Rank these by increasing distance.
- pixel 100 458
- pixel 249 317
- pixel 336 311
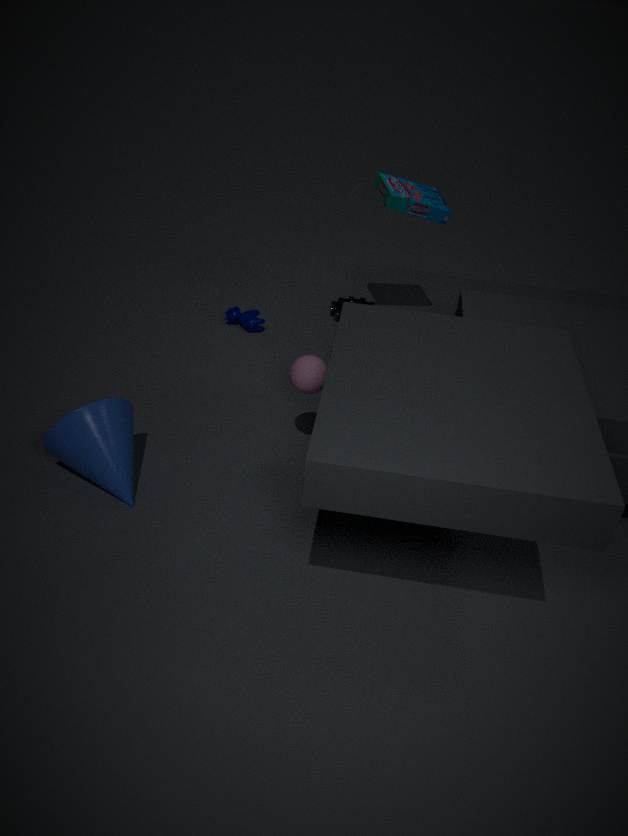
pixel 100 458 < pixel 336 311 < pixel 249 317
